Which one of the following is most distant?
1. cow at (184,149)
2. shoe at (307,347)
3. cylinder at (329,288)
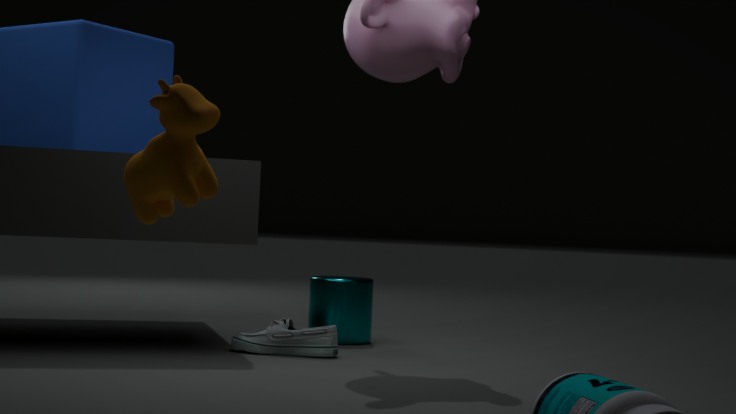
cylinder at (329,288)
